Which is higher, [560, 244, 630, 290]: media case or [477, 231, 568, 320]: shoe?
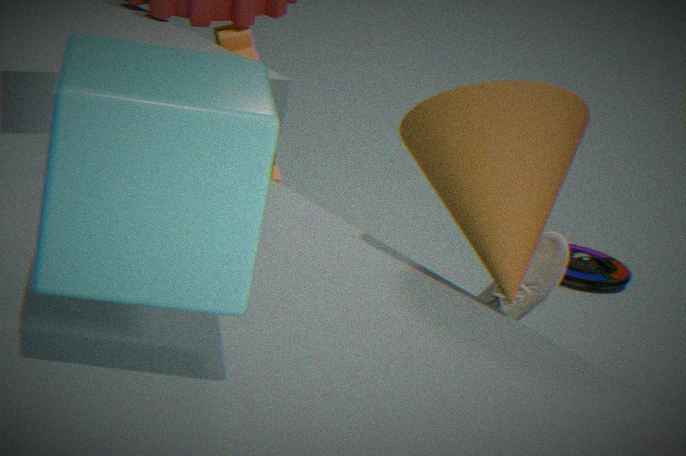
[477, 231, 568, 320]: shoe
